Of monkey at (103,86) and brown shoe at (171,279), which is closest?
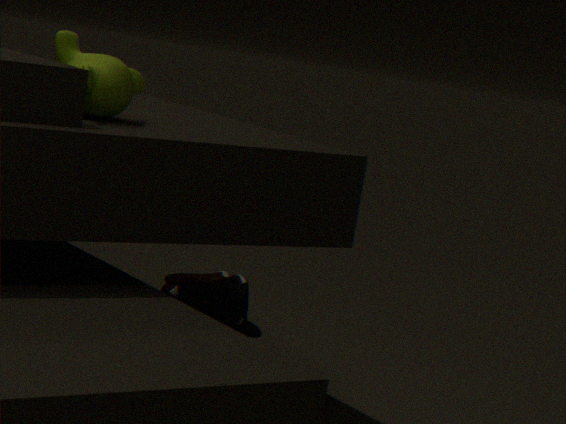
monkey at (103,86)
